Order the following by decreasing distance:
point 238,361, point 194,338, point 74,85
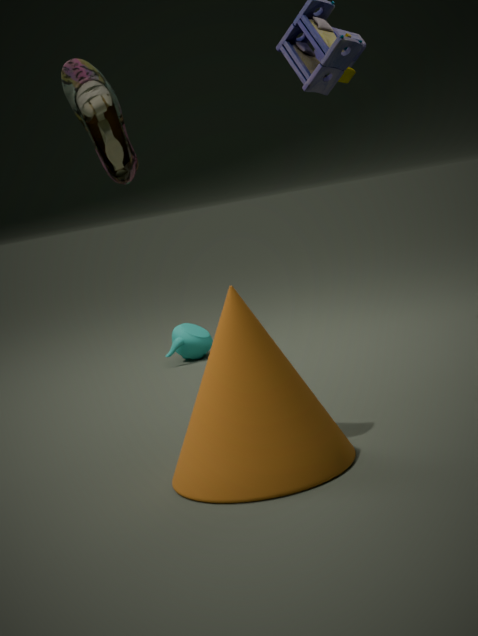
1. point 194,338
2. point 74,85
3. point 238,361
